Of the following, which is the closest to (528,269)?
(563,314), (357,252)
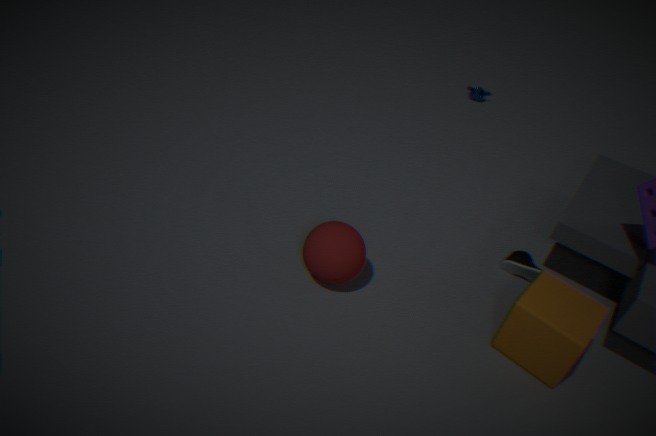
(563,314)
